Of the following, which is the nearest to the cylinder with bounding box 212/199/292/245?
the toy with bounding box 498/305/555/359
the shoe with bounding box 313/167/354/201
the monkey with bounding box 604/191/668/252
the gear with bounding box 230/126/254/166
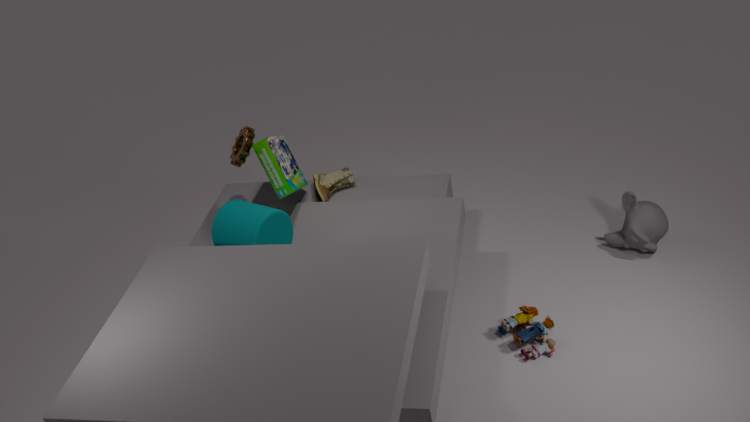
the gear with bounding box 230/126/254/166
